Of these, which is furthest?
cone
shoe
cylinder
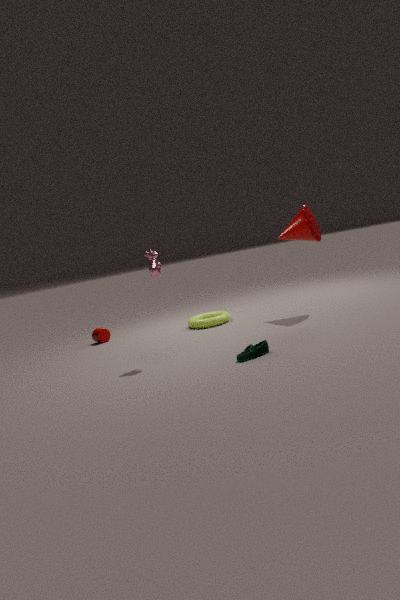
cylinder
